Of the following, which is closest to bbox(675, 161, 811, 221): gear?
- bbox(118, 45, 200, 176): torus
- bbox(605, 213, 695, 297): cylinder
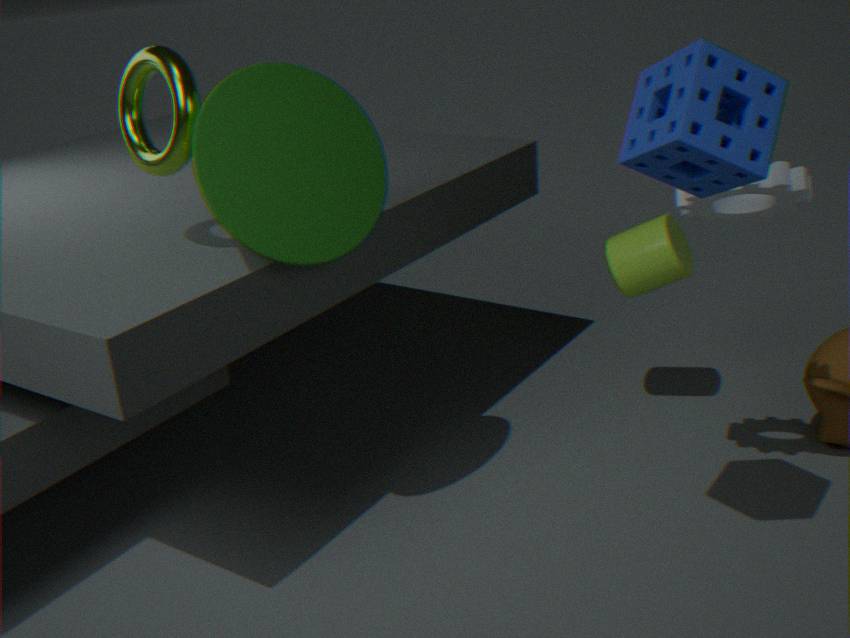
bbox(605, 213, 695, 297): cylinder
